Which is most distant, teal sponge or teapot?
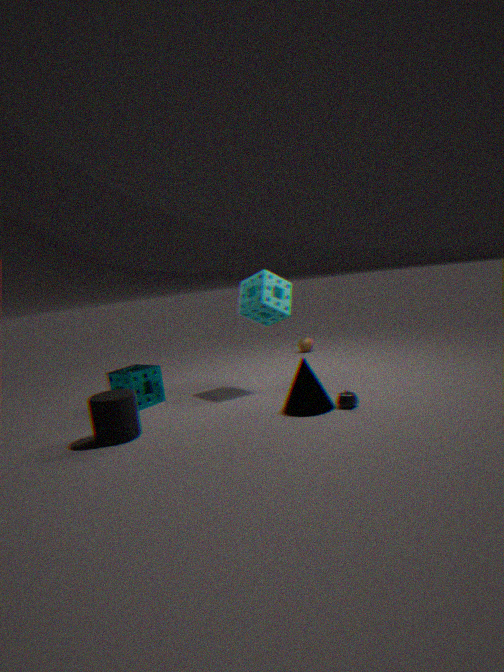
teal sponge
